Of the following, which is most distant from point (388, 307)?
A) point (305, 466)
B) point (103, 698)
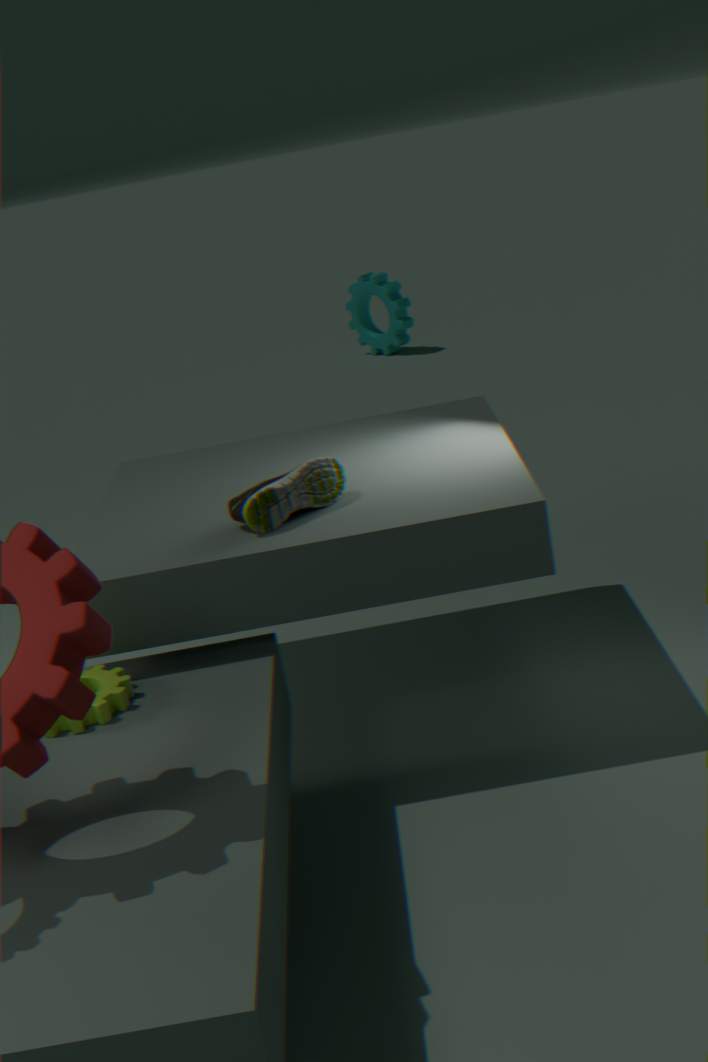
point (103, 698)
